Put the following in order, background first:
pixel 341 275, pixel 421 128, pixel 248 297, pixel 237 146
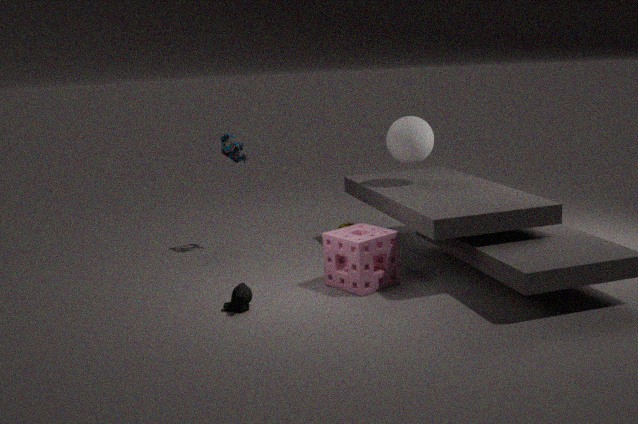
pixel 237 146
pixel 421 128
pixel 341 275
pixel 248 297
